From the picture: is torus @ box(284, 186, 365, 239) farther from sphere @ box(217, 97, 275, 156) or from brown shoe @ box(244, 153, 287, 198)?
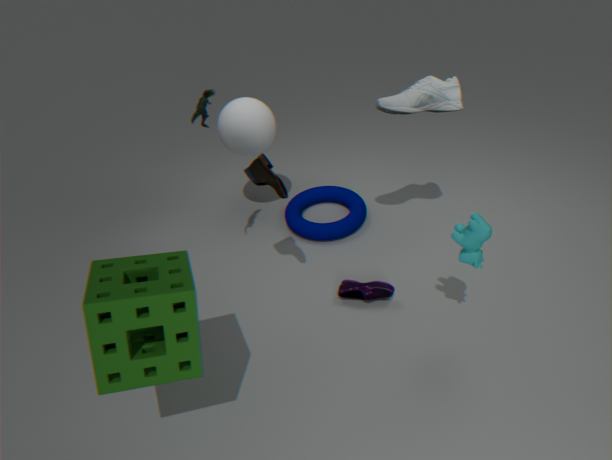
brown shoe @ box(244, 153, 287, 198)
